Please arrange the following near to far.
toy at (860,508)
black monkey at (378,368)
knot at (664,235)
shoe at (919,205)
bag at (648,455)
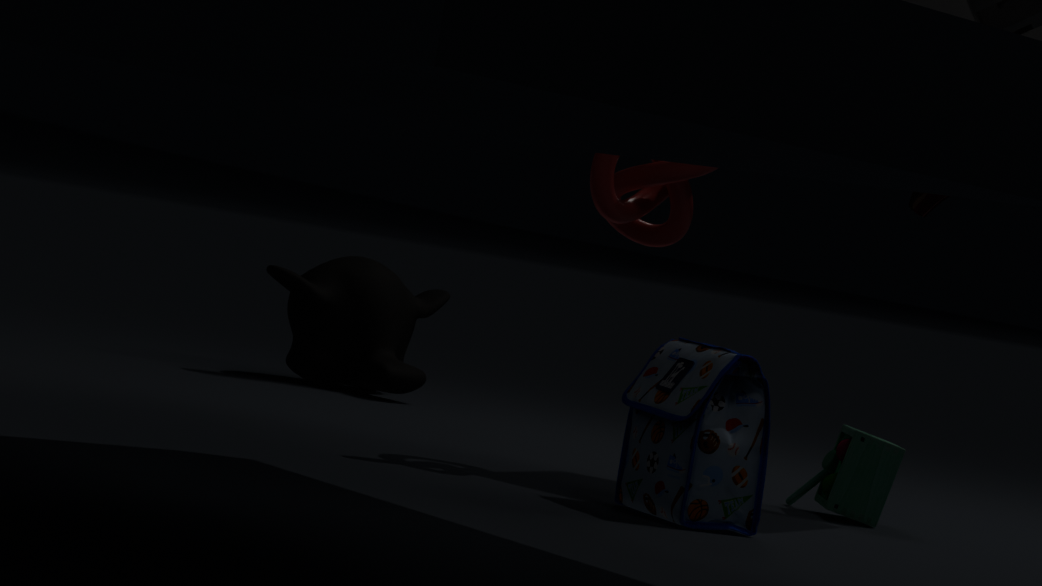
bag at (648,455)
shoe at (919,205)
knot at (664,235)
toy at (860,508)
black monkey at (378,368)
